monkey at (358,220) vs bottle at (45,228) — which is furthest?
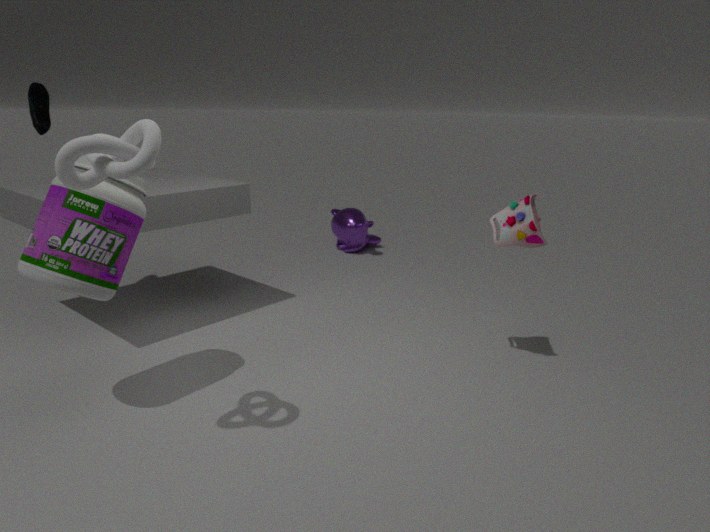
monkey at (358,220)
